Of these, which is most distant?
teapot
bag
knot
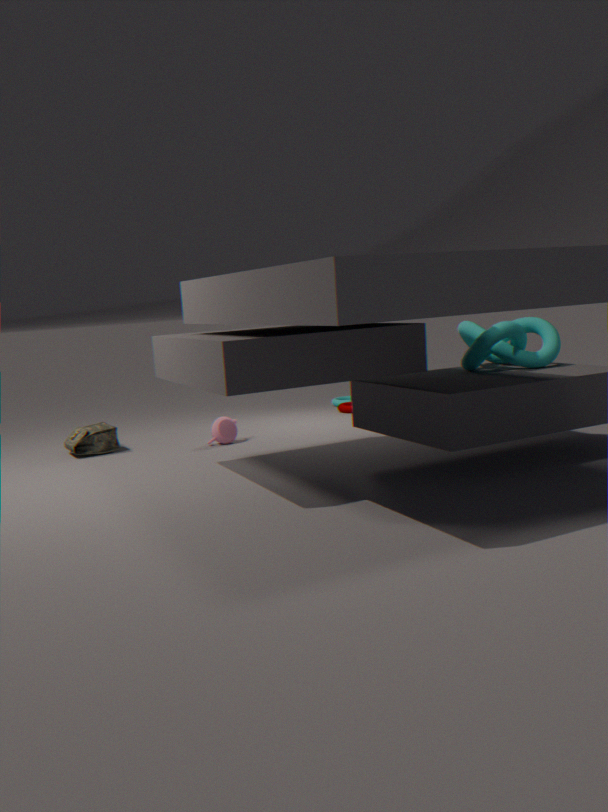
teapot
